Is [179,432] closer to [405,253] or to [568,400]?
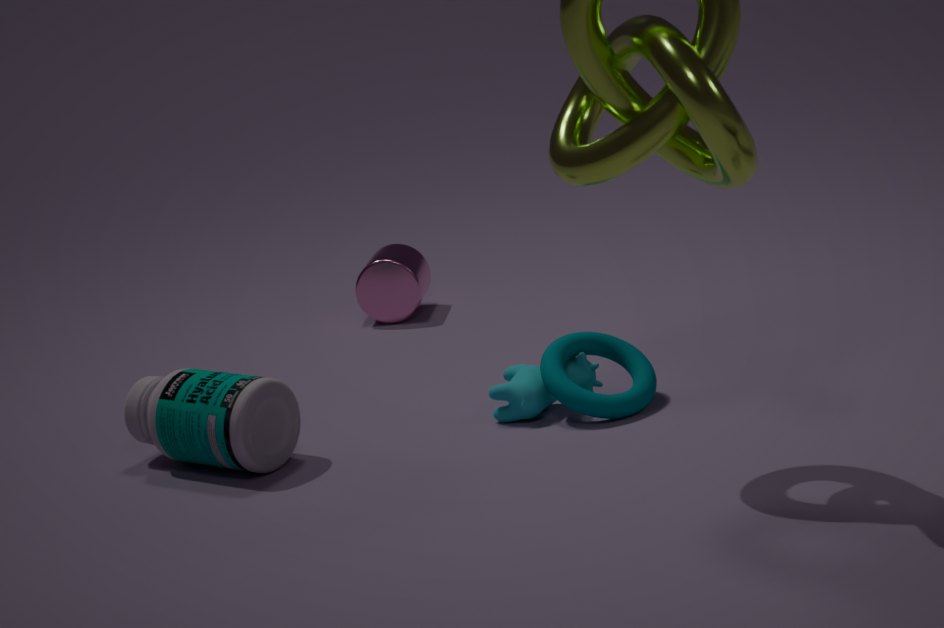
[568,400]
